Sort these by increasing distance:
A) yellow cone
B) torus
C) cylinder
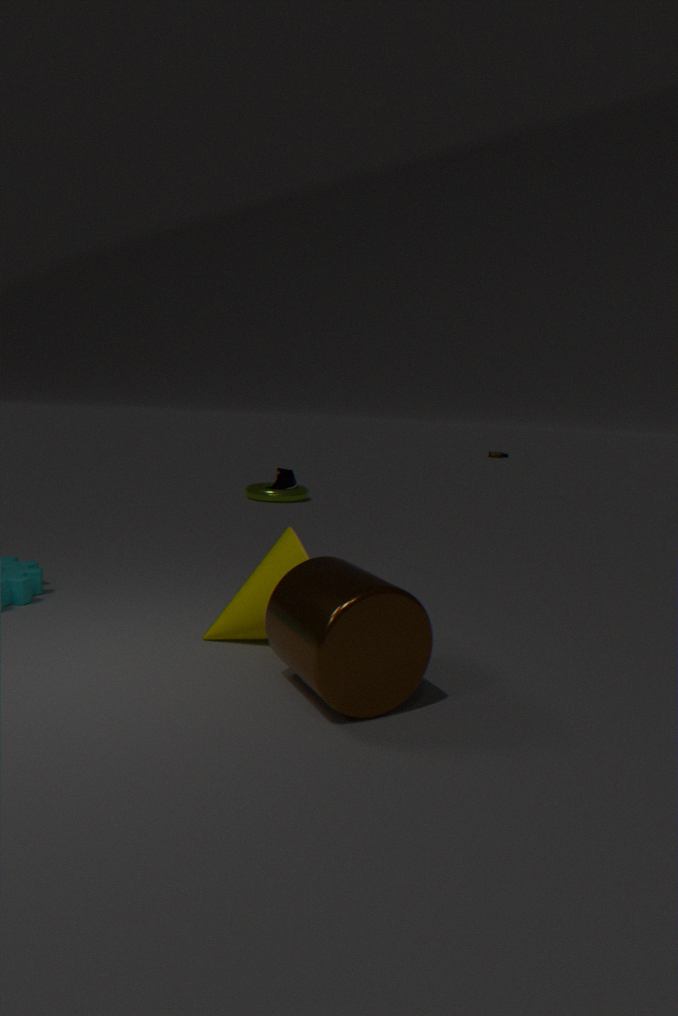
cylinder < yellow cone < torus
